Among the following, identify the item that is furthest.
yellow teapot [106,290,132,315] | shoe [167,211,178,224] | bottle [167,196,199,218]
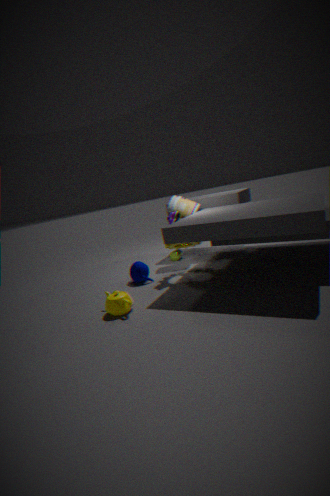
bottle [167,196,199,218]
